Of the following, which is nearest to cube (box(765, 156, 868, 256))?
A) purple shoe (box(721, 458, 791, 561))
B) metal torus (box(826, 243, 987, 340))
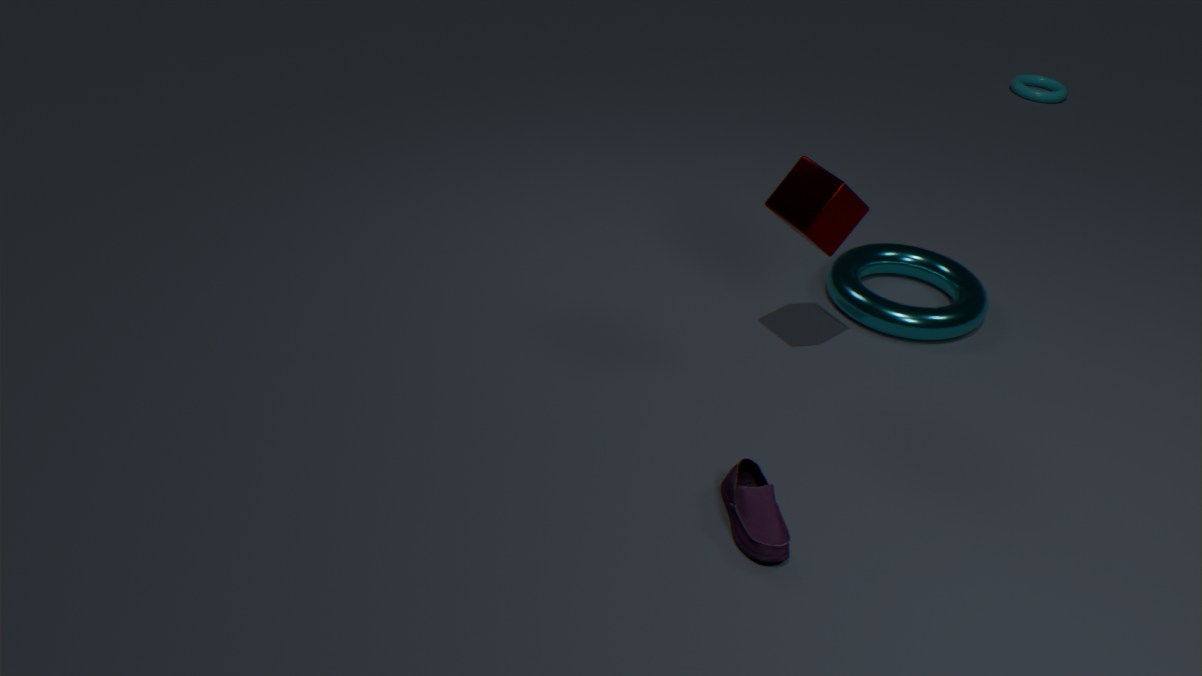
metal torus (box(826, 243, 987, 340))
